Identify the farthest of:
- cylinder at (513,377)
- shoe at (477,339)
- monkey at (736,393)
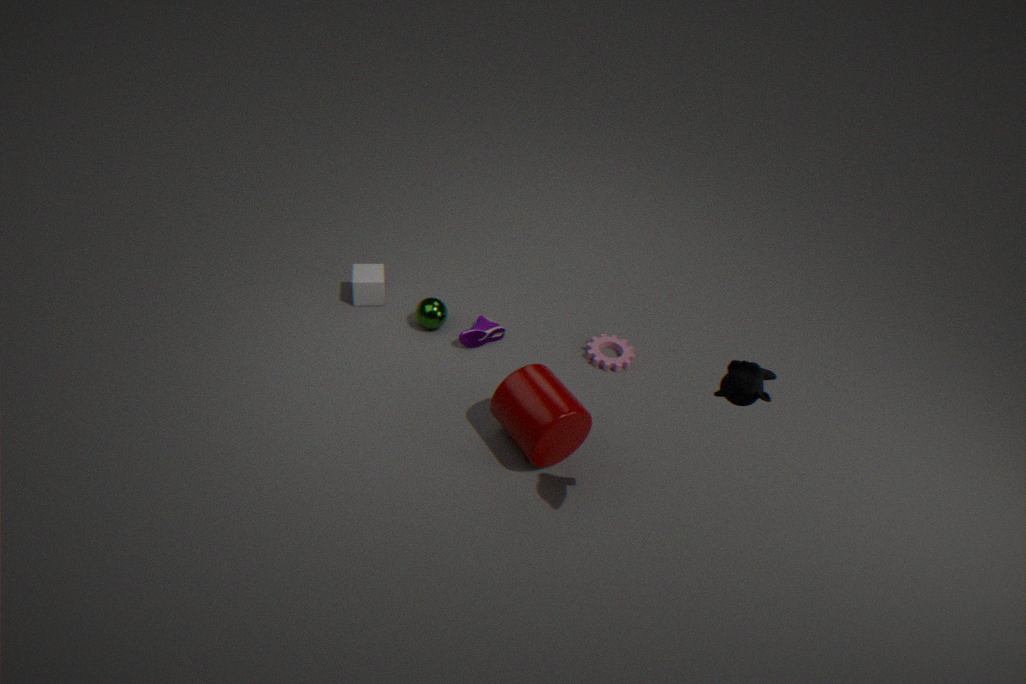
shoe at (477,339)
